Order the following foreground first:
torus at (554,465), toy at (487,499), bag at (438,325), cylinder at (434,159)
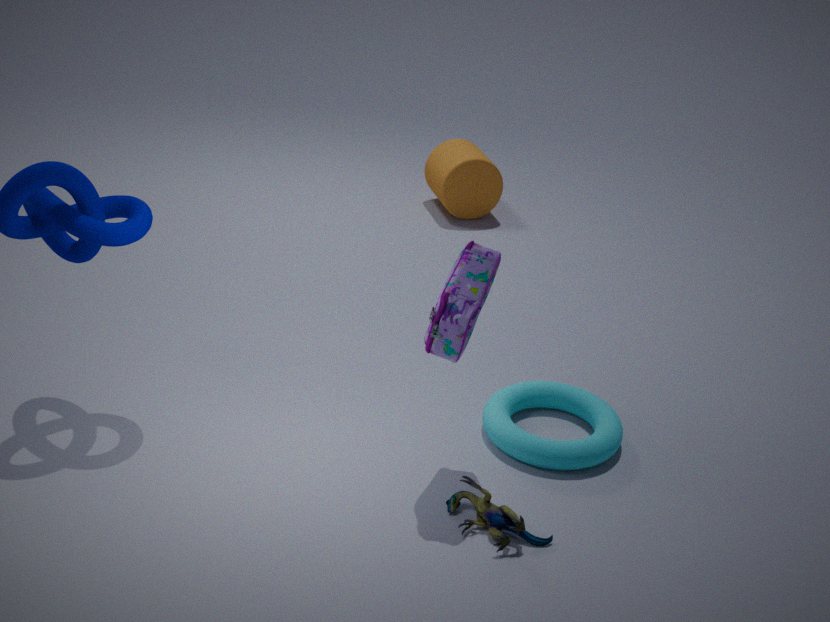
bag at (438,325) < toy at (487,499) < torus at (554,465) < cylinder at (434,159)
